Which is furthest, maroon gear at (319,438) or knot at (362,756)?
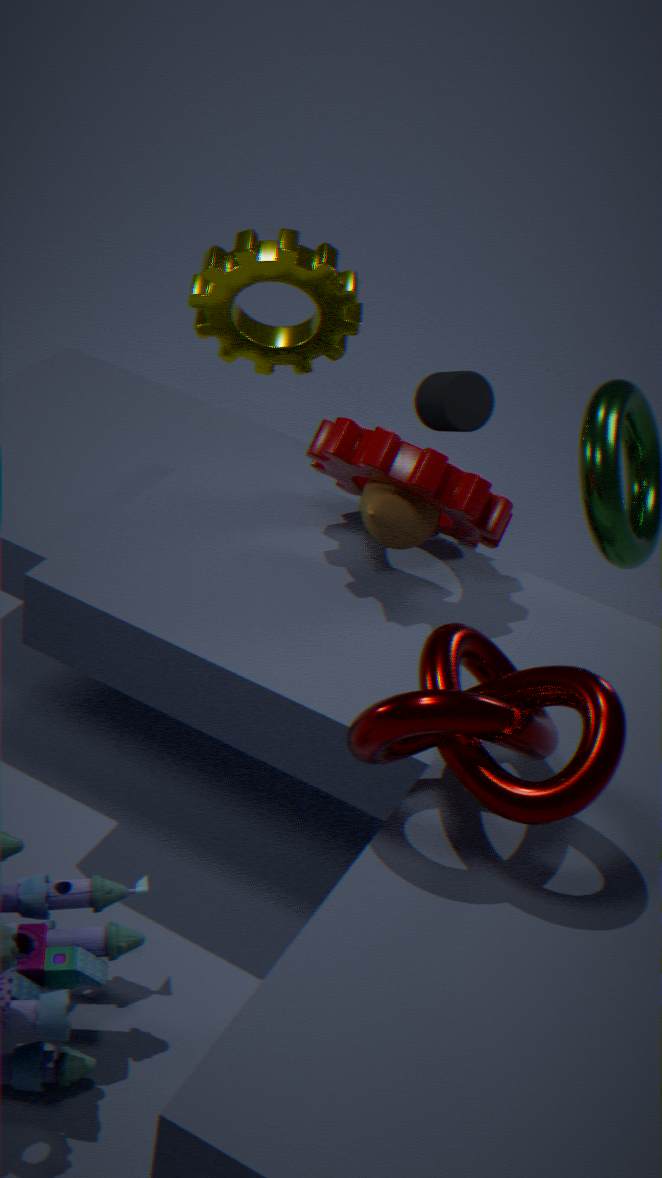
maroon gear at (319,438)
